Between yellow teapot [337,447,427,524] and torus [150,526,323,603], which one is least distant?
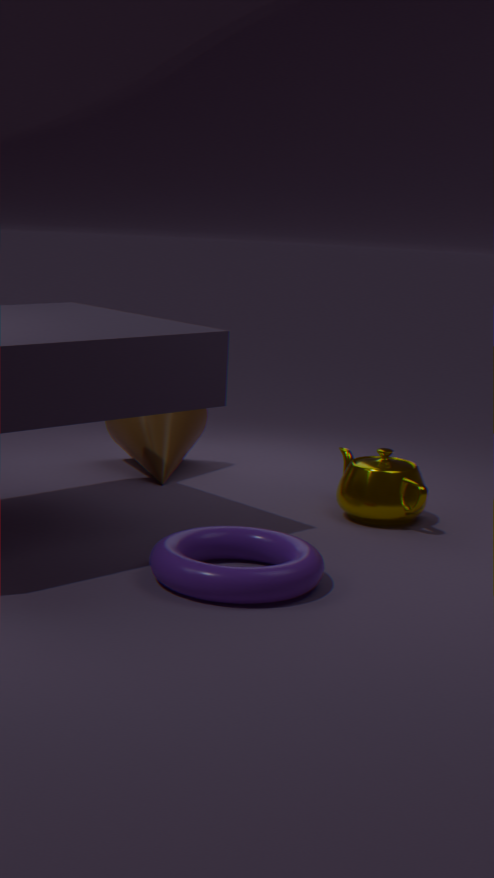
torus [150,526,323,603]
